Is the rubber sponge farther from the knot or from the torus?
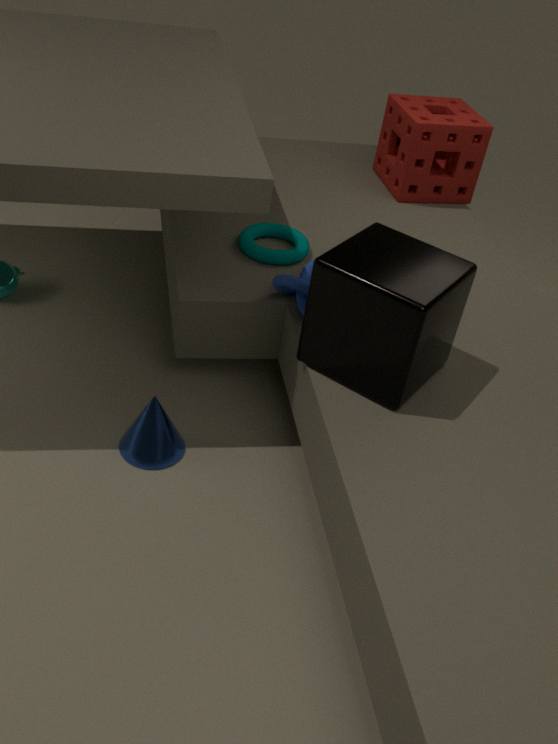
the knot
